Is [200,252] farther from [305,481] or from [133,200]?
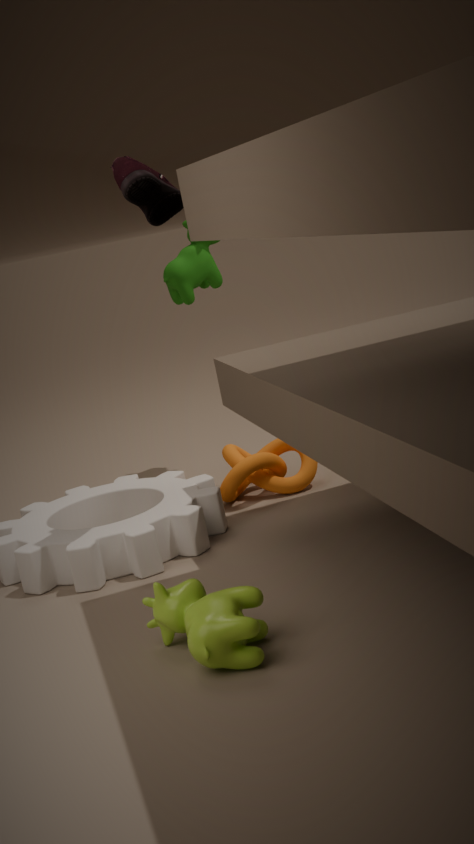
[133,200]
